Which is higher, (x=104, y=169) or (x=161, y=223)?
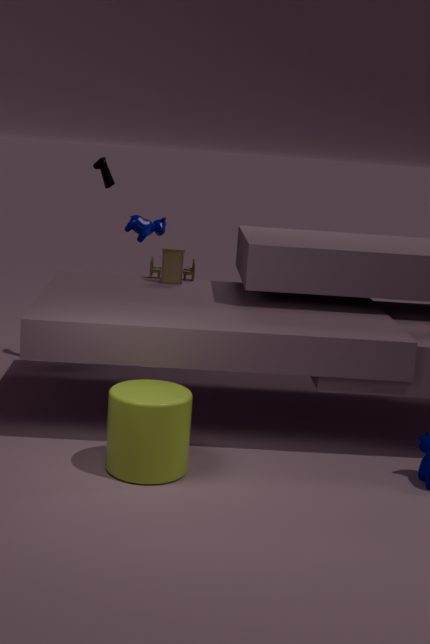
(x=104, y=169)
